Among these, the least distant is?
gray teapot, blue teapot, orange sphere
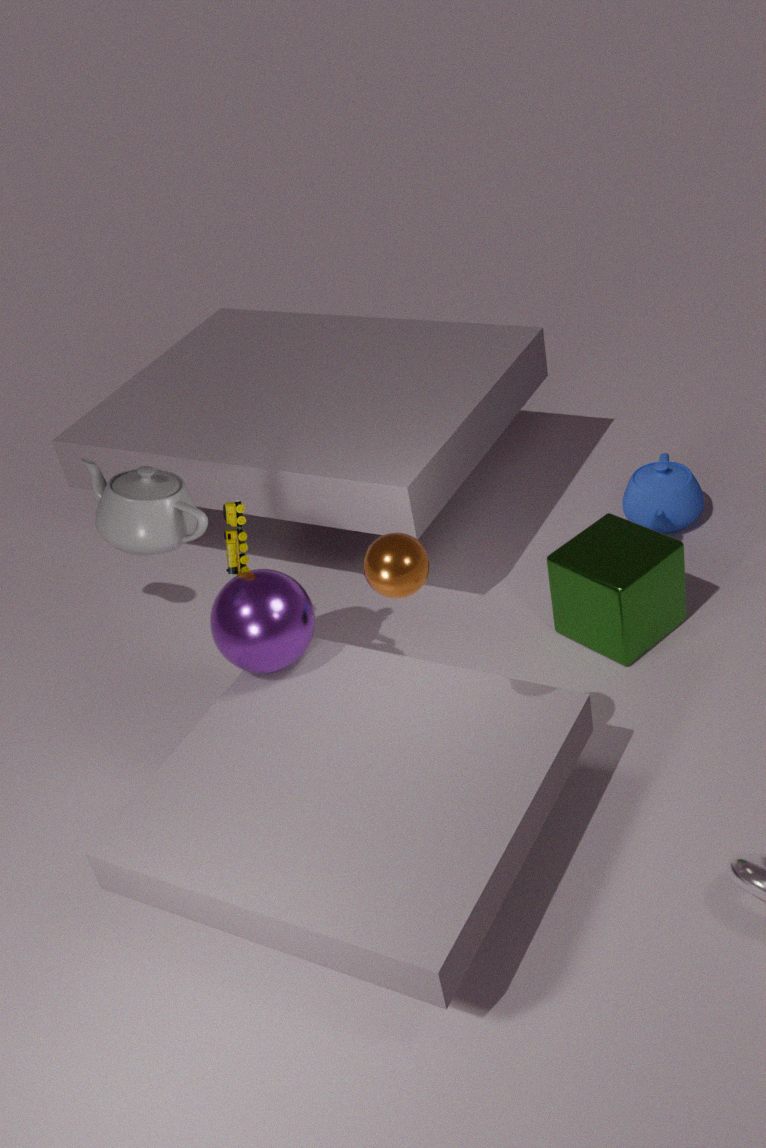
orange sphere
